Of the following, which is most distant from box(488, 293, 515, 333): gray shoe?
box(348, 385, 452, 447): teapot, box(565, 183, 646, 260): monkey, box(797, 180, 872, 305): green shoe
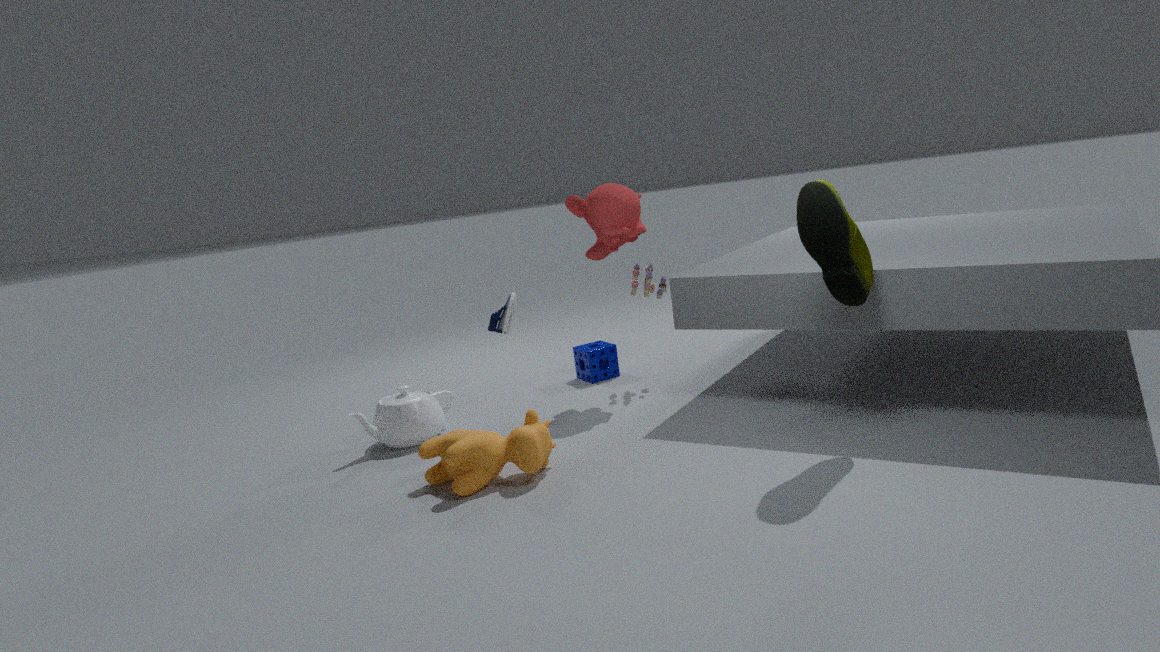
box(797, 180, 872, 305): green shoe
